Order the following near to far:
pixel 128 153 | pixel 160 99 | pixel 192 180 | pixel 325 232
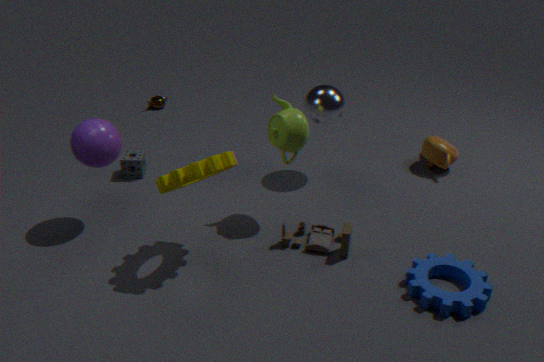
pixel 192 180, pixel 325 232, pixel 128 153, pixel 160 99
